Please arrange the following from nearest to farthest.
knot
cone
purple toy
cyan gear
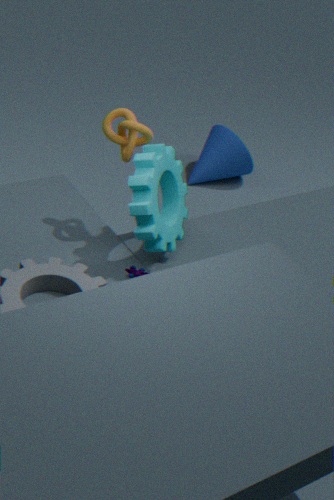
cyan gear → knot → purple toy → cone
